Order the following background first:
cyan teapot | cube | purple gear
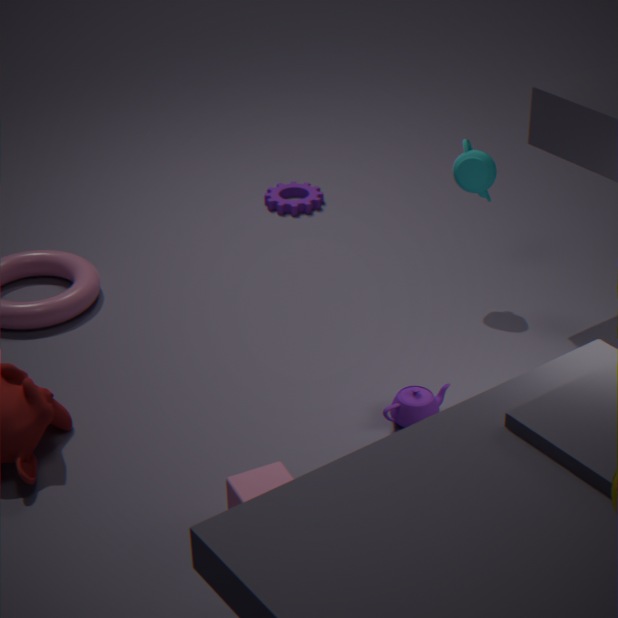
purple gear
cyan teapot
cube
